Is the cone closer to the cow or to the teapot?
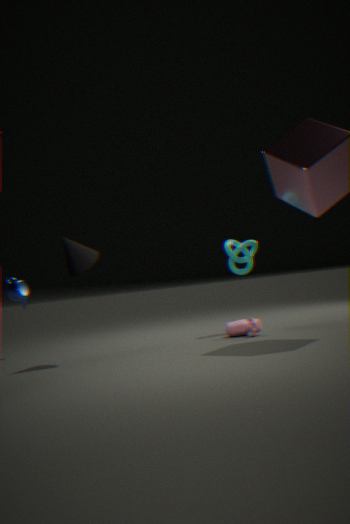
the teapot
